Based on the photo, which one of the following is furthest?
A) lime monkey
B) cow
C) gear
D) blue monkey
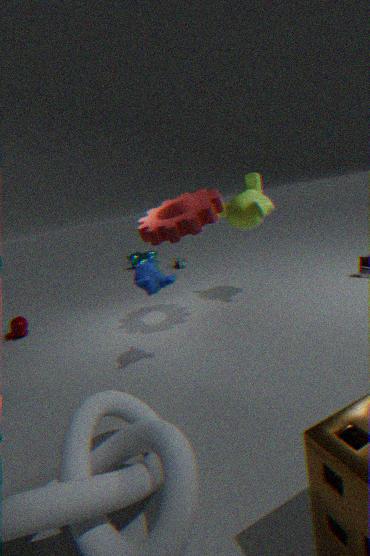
cow
